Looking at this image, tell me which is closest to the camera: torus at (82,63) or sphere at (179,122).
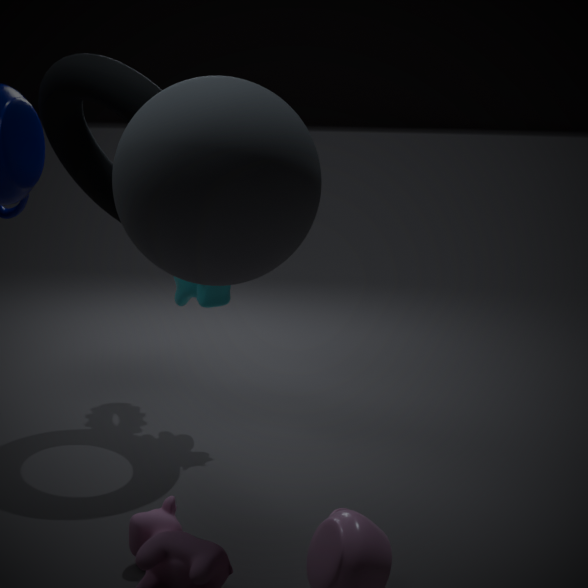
sphere at (179,122)
